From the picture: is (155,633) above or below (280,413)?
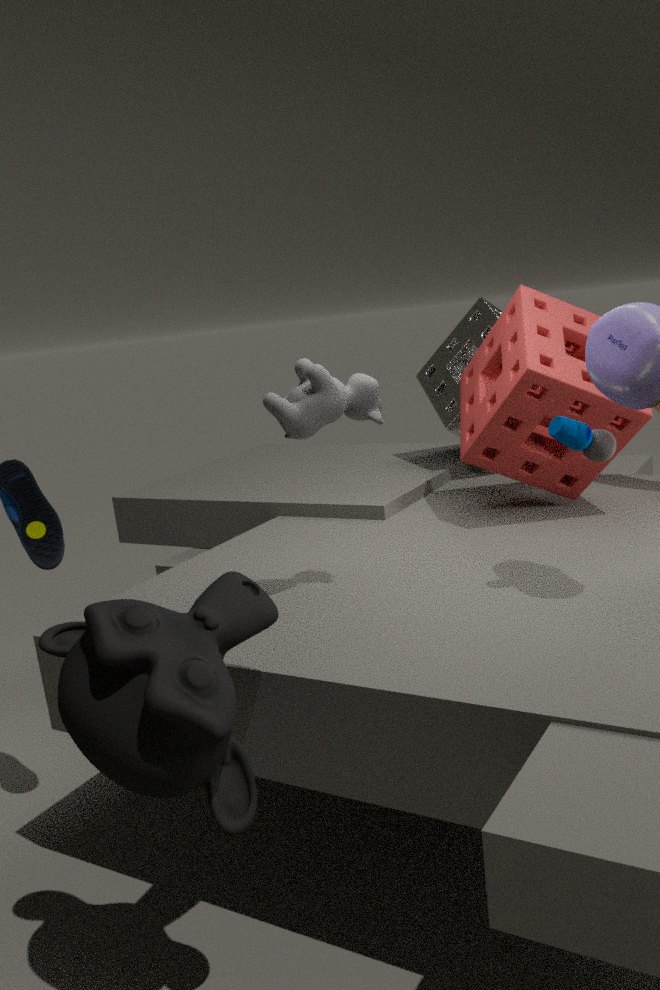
below
